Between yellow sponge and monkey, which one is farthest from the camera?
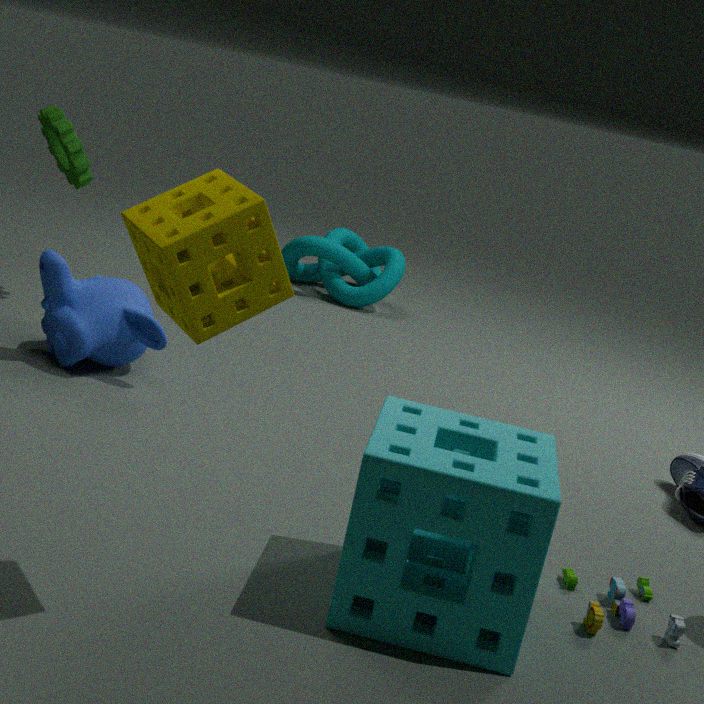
monkey
